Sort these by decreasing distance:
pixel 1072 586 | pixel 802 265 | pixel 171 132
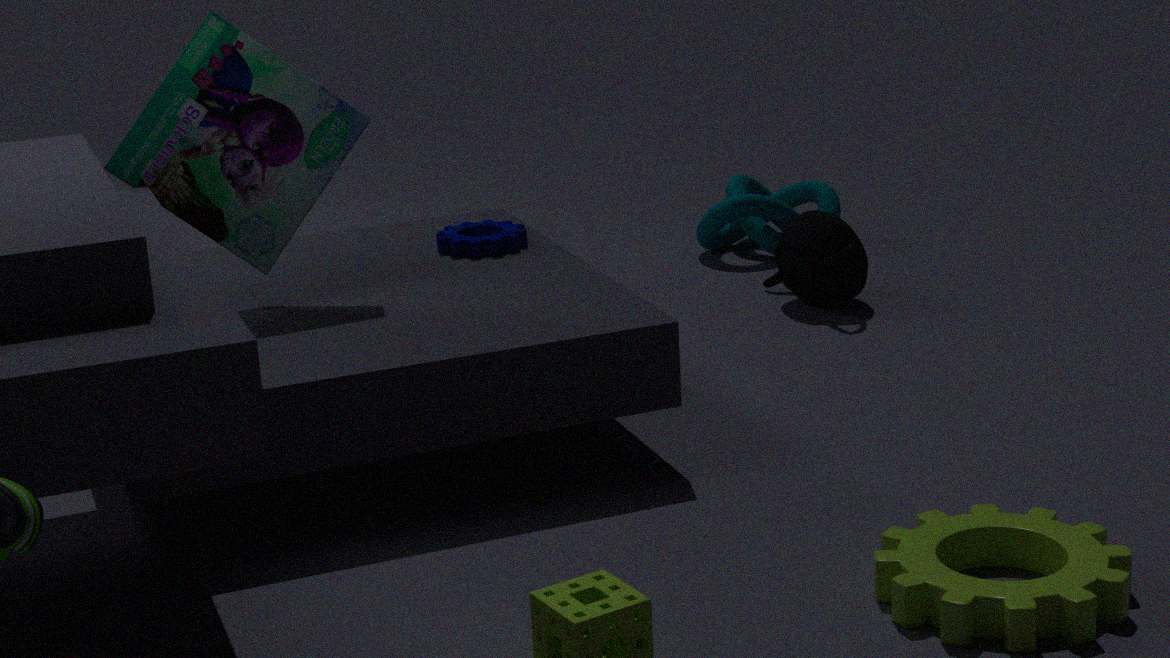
pixel 802 265
pixel 171 132
pixel 1072 586
